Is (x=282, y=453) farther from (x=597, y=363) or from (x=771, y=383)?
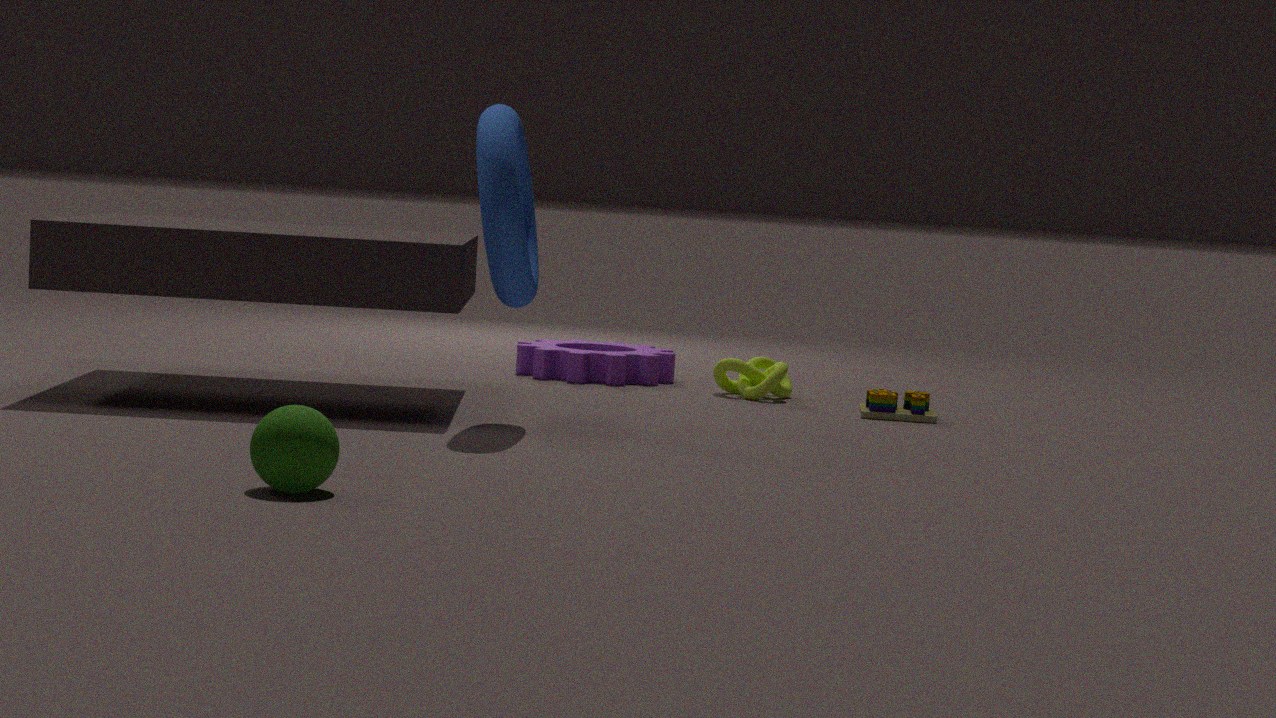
(x=597, y=363)
